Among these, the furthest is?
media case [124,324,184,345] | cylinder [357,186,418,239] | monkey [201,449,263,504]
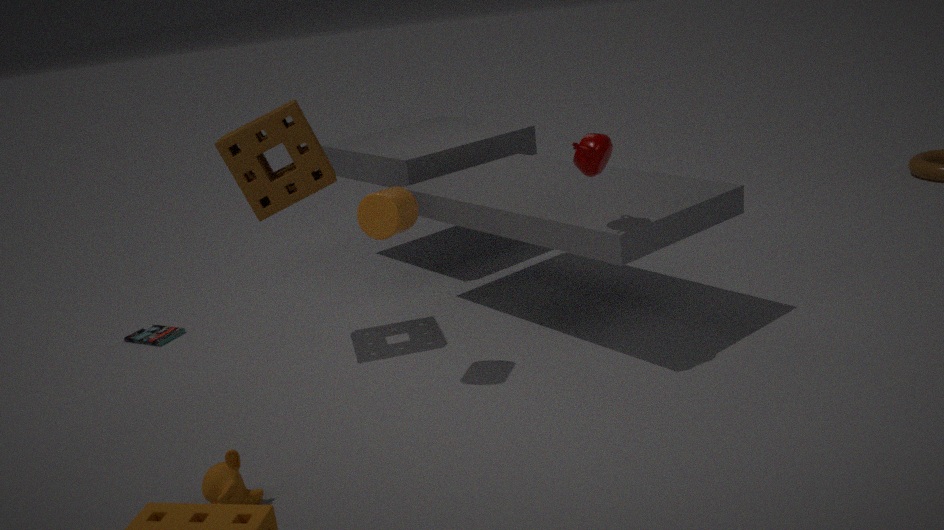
media case [124,324,184,345]
